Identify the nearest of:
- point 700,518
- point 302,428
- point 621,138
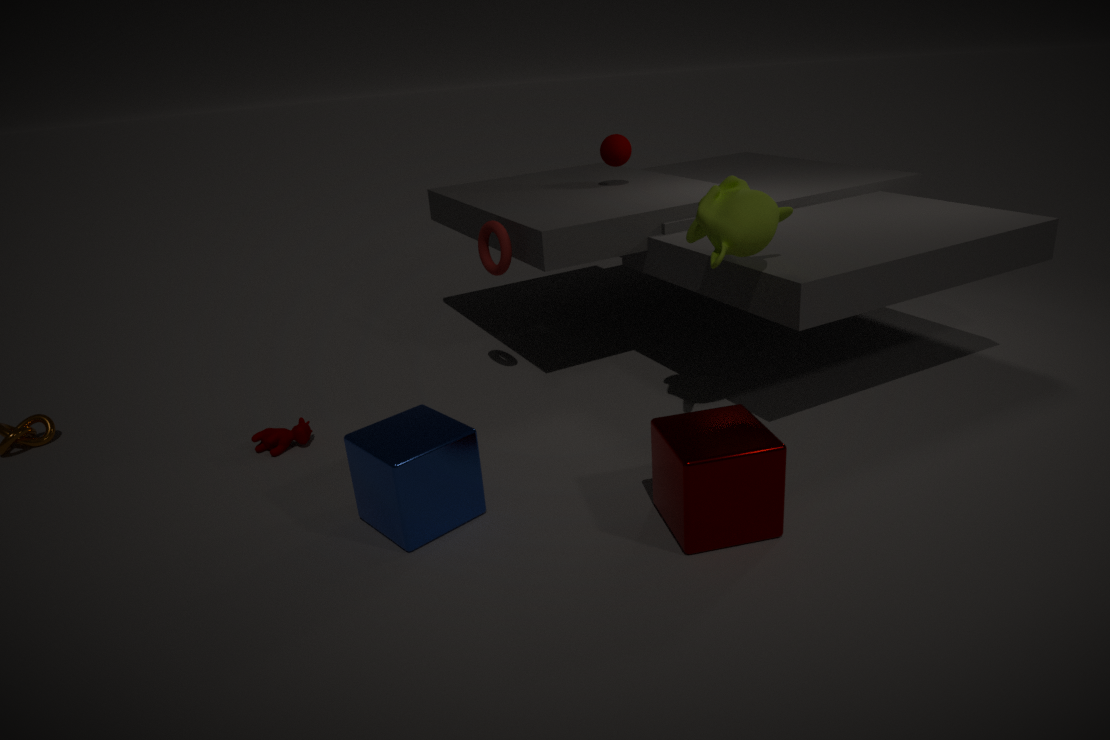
point 700,518
